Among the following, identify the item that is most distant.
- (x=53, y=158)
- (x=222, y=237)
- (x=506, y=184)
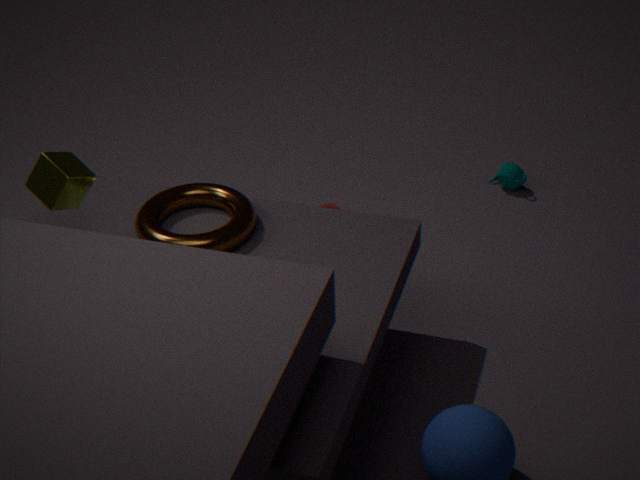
(x=506, y=184)
